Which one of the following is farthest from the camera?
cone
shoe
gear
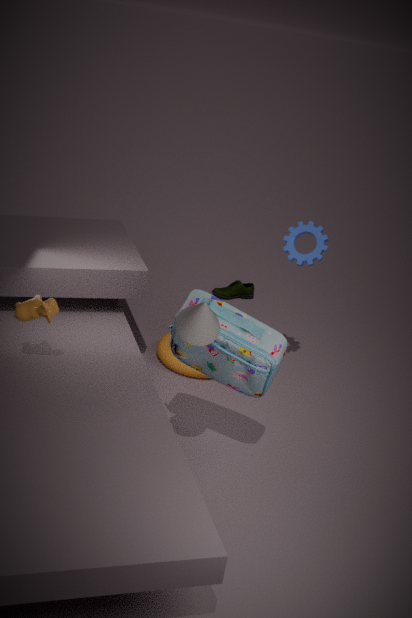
shoe
